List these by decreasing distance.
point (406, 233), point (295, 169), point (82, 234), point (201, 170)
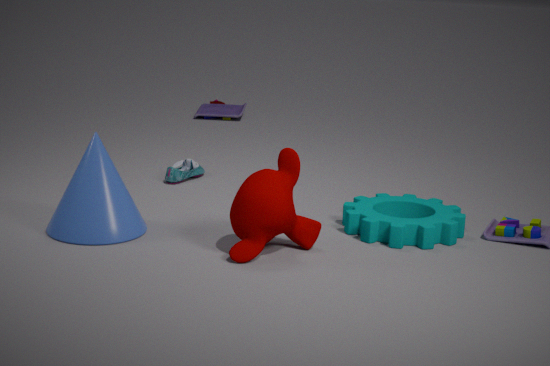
point (201, 170), point (406, 233), point (82, 234), point (295, 169)
